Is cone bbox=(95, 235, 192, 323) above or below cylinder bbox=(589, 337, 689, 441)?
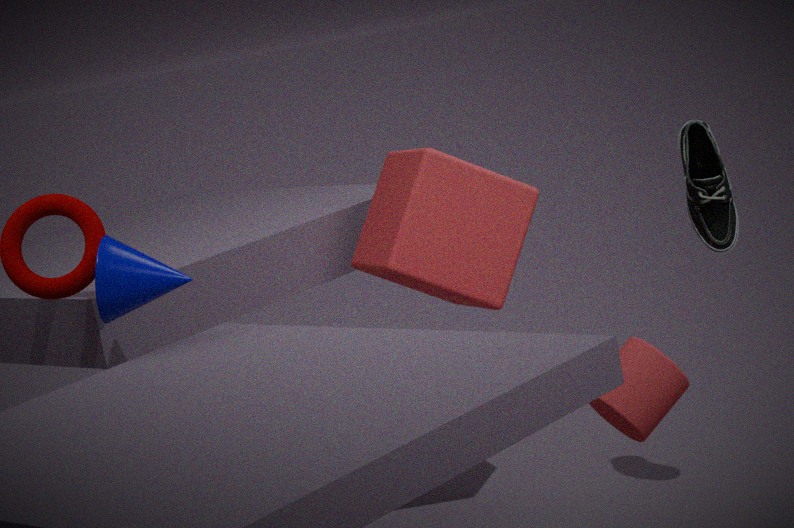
above
